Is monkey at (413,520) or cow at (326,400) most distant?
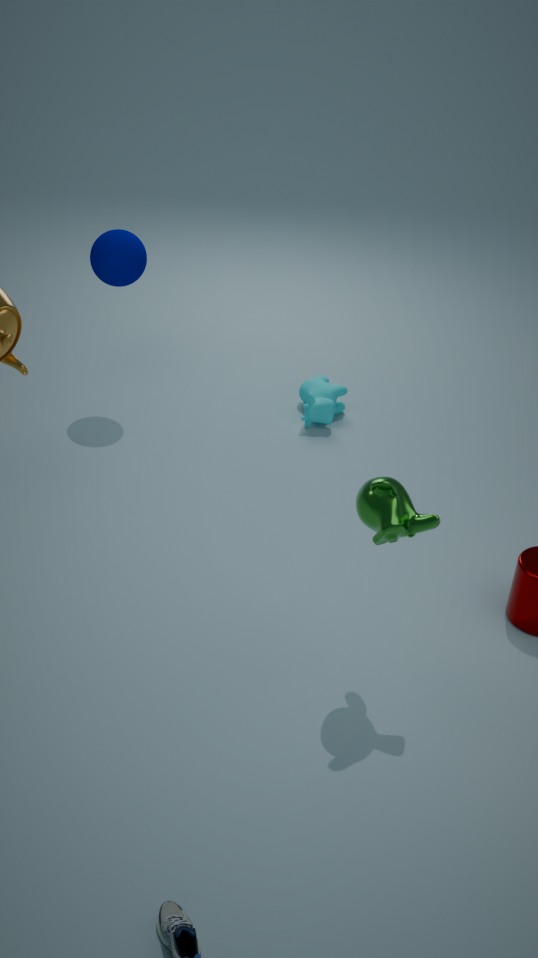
cow at (326,400)
